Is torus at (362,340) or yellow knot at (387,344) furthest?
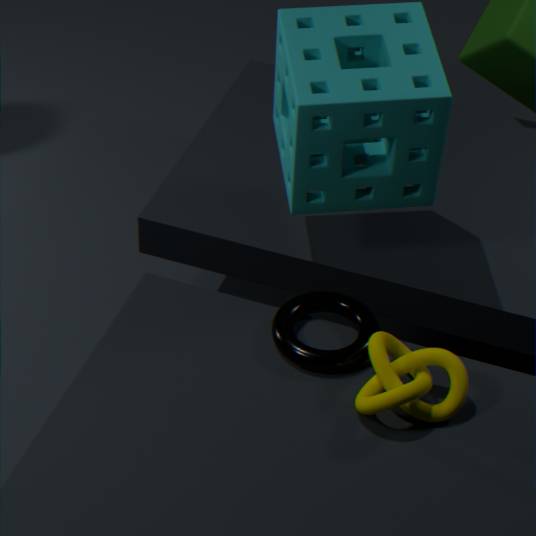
torus at (362,340)
